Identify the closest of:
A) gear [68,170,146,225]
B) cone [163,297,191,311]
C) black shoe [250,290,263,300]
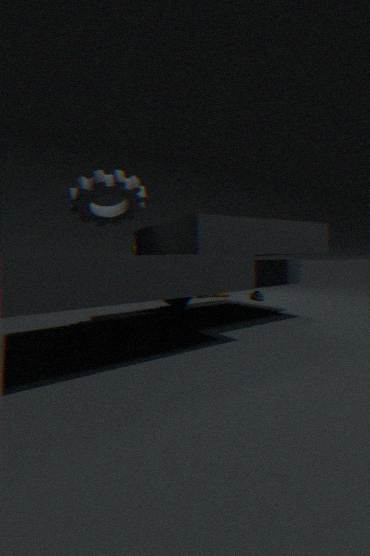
gear [68,170,146,225]
